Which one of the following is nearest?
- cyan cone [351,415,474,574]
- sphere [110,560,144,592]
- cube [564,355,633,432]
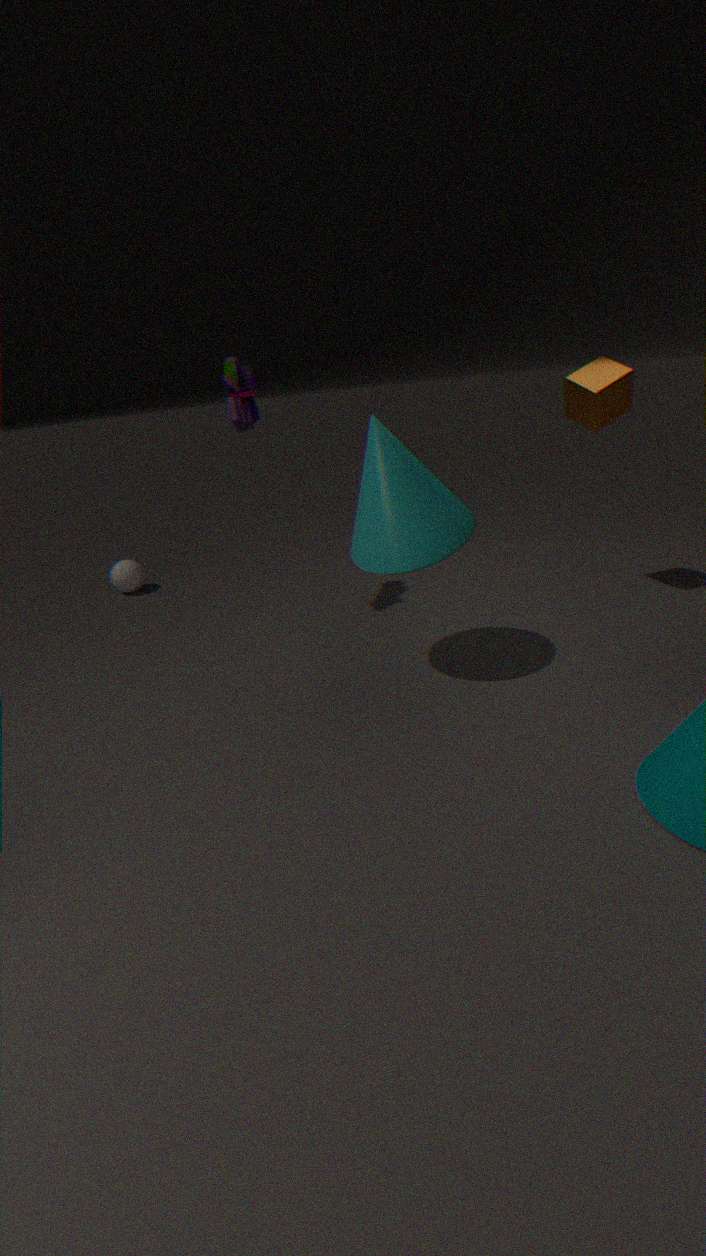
cyan cone [351,415,474,574]
